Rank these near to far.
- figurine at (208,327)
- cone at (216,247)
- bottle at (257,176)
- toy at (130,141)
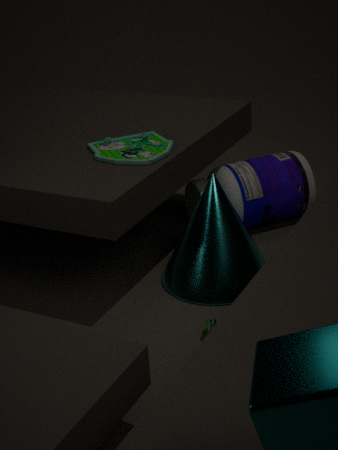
figurine at (208,327) → toy at (130,141) → cone at (216,247) → bottle at (257,176)
